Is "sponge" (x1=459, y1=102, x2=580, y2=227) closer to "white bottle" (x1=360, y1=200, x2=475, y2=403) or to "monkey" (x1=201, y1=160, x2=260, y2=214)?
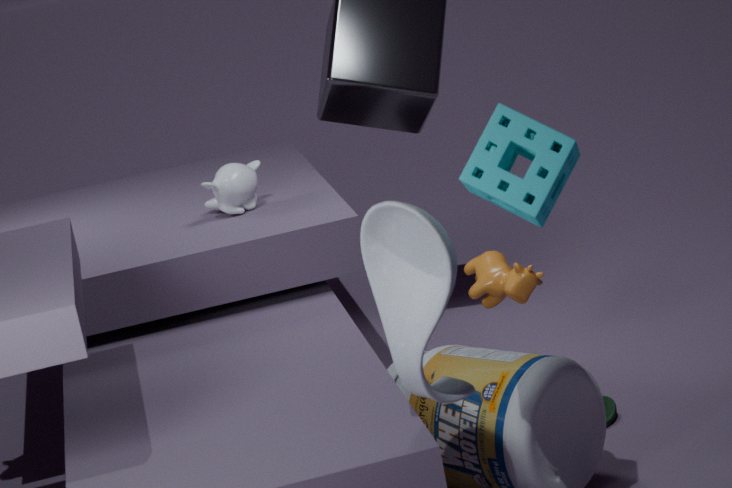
"white bottle" (x1=360, y1=200, x2=475, y2=403)
